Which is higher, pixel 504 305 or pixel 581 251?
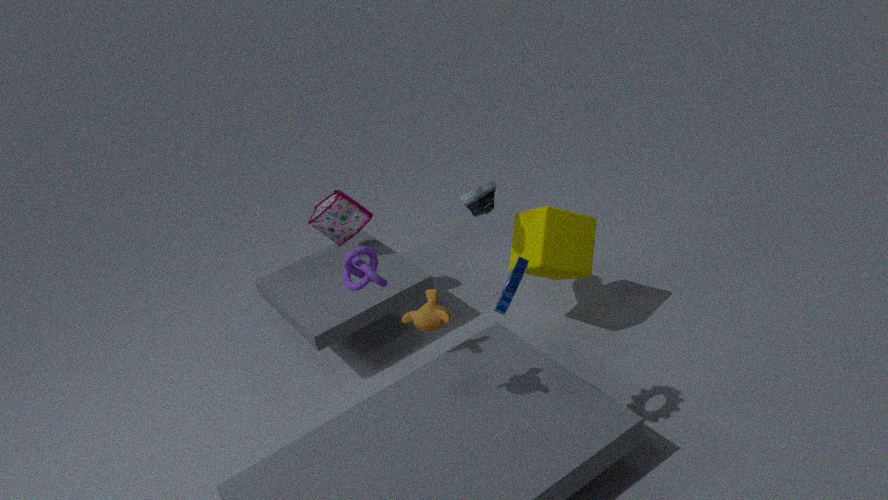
pixel 504 305
